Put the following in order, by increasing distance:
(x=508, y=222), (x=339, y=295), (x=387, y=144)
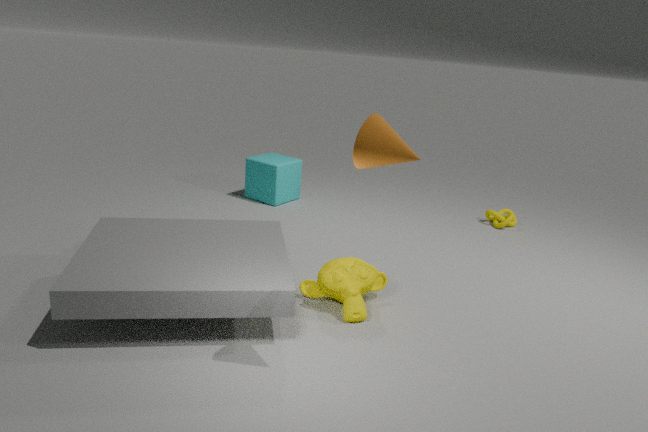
(x=387, y=144) < (x=339, y=295) < (x=508, y=222)
